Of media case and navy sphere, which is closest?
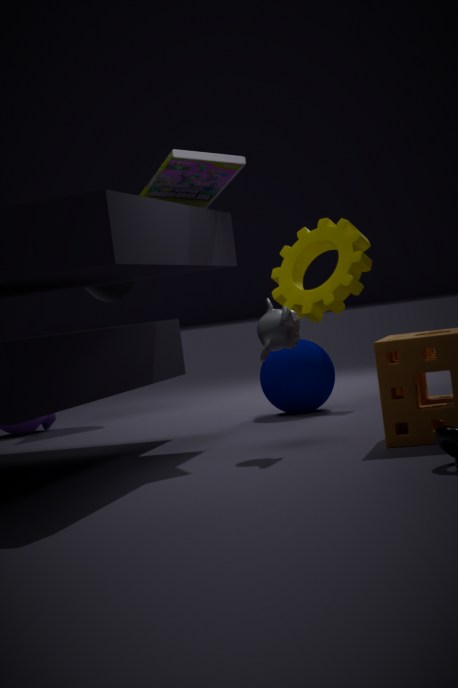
media case
